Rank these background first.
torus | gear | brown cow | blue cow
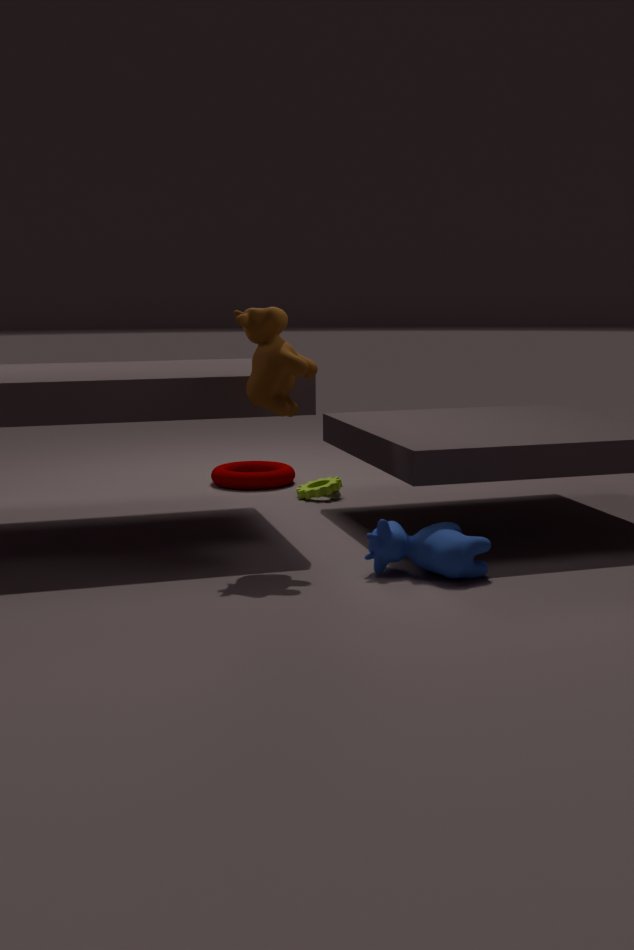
torus < gear < brown cow < blue cow
